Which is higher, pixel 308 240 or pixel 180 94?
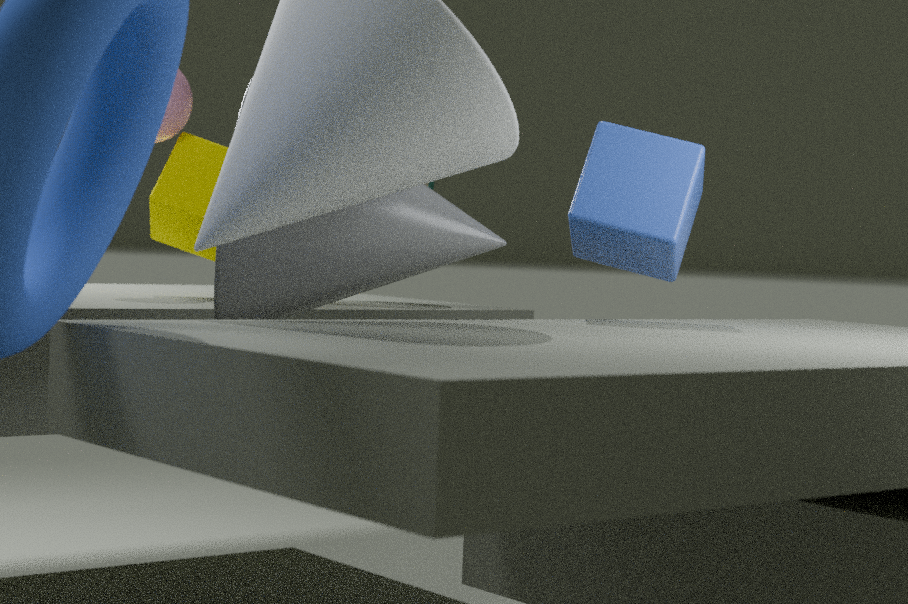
pixel 180 94
